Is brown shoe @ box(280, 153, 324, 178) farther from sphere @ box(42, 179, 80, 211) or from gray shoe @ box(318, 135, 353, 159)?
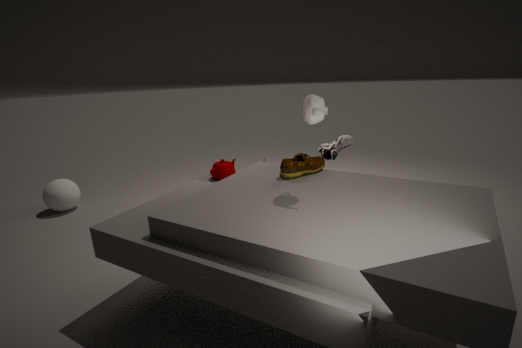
sphere @ box(42, 179, 80, 211)
